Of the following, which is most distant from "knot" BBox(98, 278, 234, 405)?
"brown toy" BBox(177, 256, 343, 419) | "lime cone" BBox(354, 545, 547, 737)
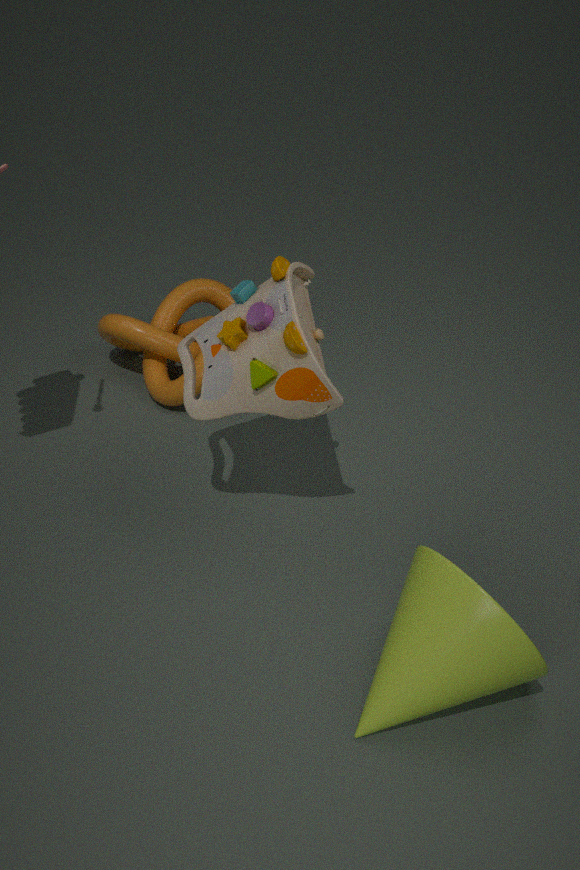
"lime cone" BBox(354, 545, 547, 737)
